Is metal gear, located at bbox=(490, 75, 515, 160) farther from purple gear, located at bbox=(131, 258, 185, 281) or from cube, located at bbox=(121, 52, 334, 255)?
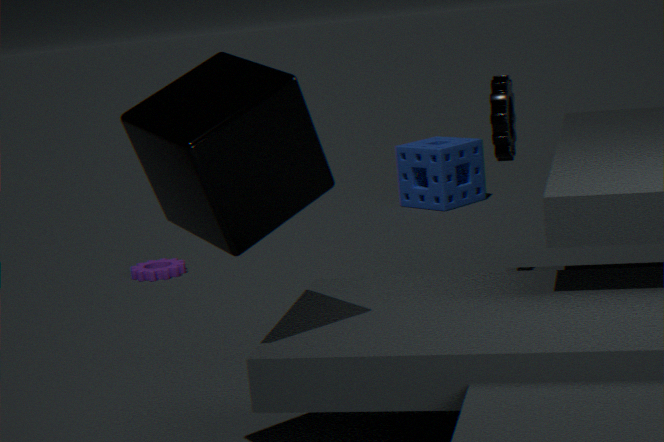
purple gear, located at bbox=(131, 258, 185, 281)
